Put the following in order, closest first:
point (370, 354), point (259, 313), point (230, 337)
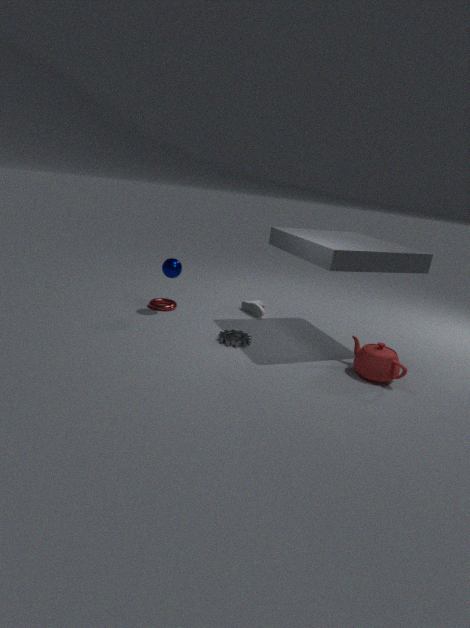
1. point (370, 354)
2. point (230, 337)
3. point (259, 313)
